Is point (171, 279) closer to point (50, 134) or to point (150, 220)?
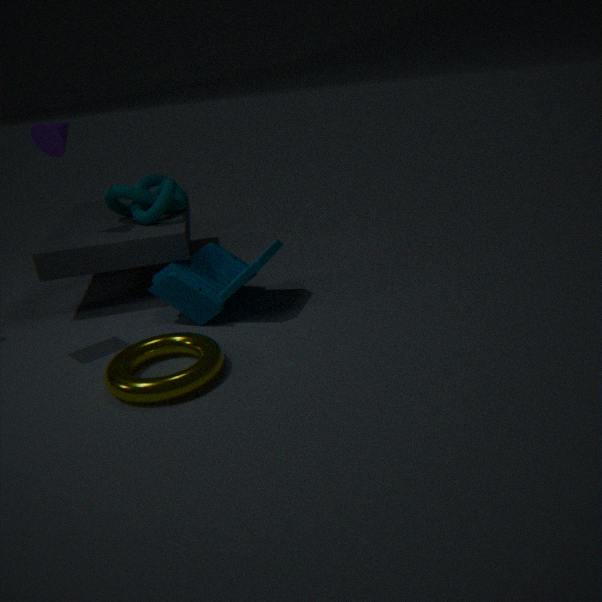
point (150, 220)
